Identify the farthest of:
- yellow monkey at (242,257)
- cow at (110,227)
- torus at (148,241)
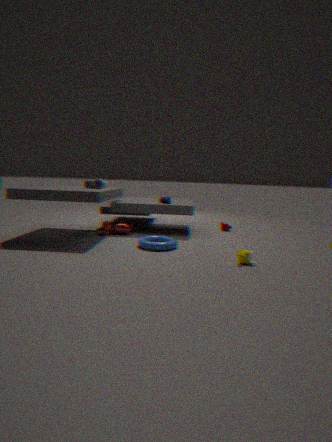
cow at (110,227)
